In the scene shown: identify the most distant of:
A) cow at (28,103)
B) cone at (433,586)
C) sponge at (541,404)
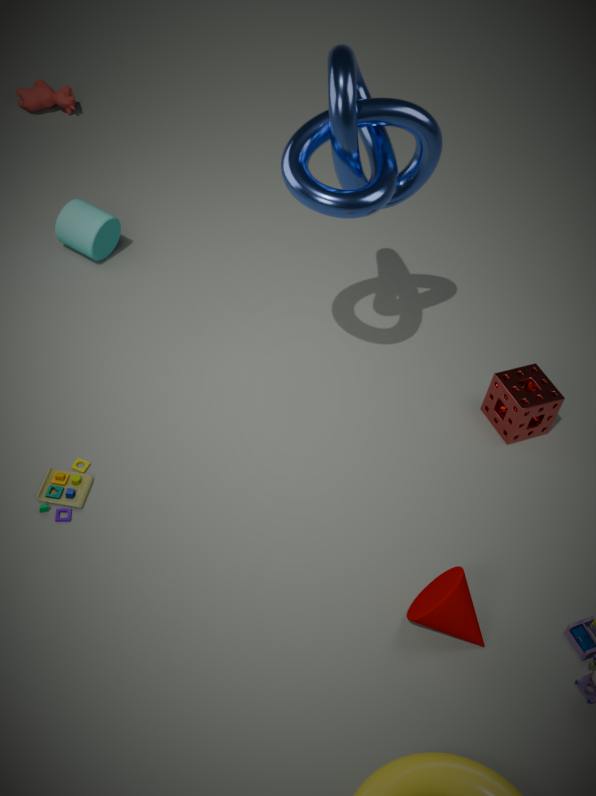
cow at (28,103)
